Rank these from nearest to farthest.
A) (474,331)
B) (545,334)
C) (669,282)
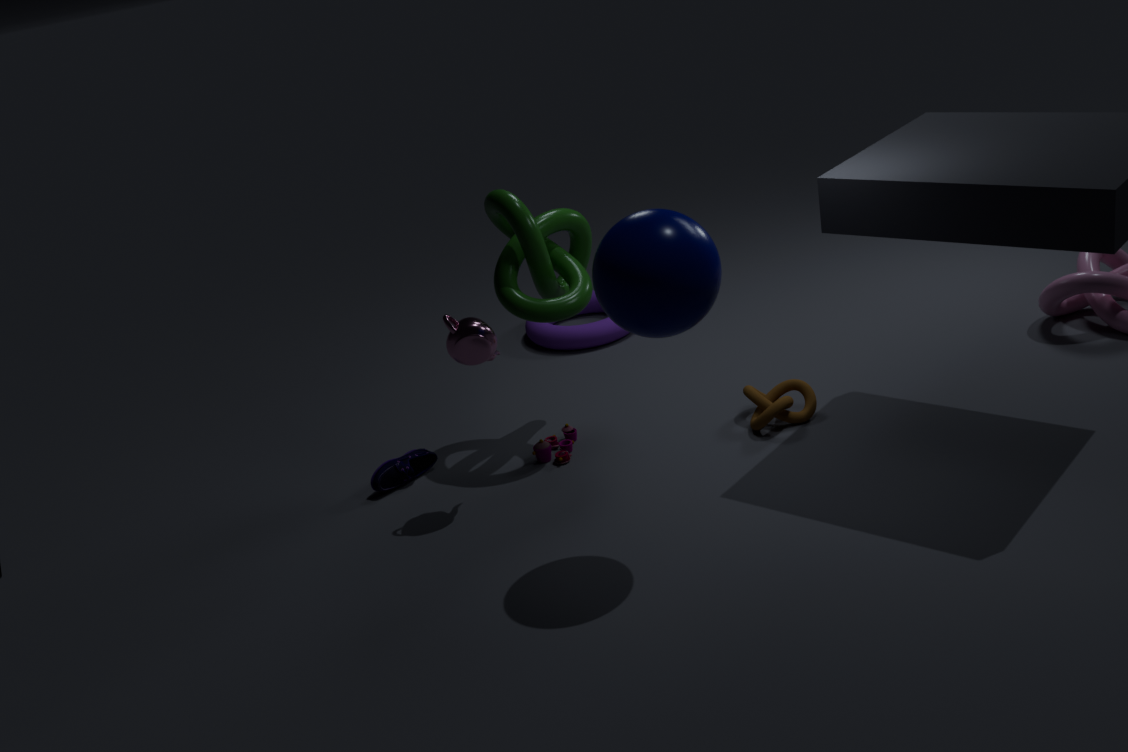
1. (669,282)
2. (474,331)
3. (545,334)
